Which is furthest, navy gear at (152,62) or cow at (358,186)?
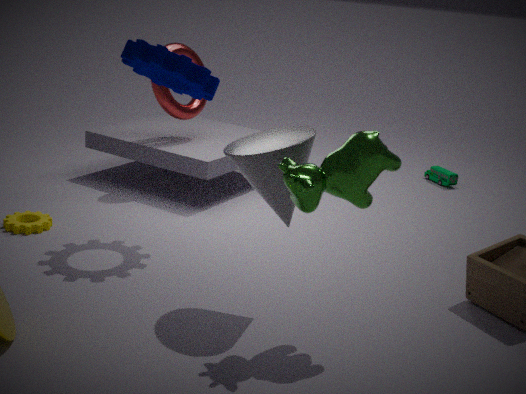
navy gear at (152,62)
